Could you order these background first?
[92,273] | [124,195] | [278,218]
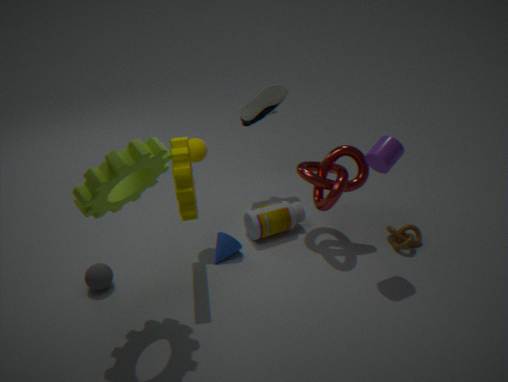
1. [278,218]
2. [92,273]
3. [124,195]
